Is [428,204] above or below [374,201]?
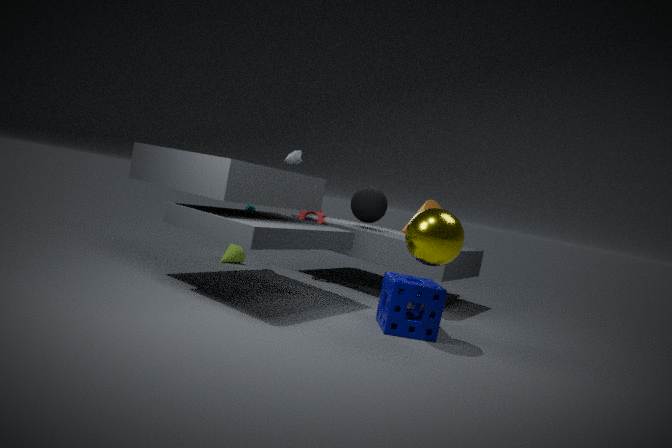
below
